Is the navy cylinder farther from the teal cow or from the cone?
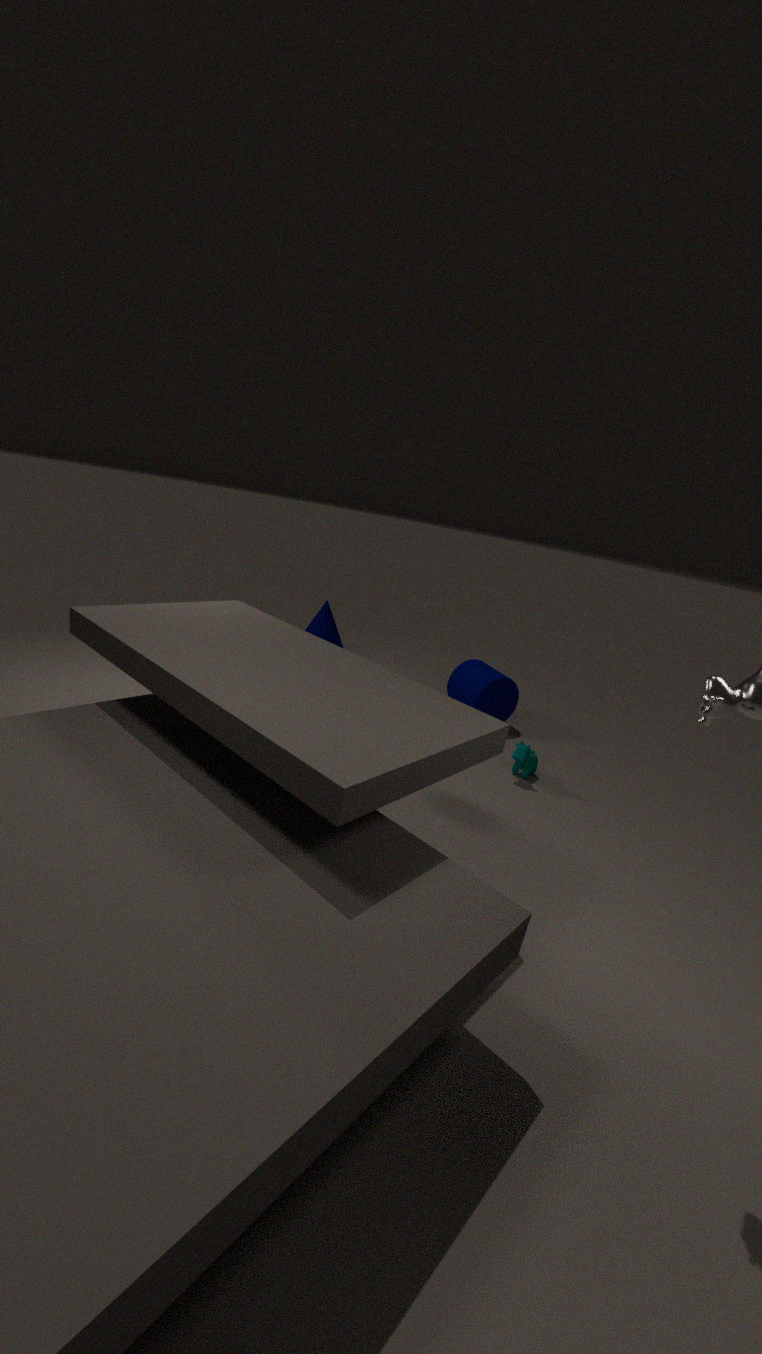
the cone
